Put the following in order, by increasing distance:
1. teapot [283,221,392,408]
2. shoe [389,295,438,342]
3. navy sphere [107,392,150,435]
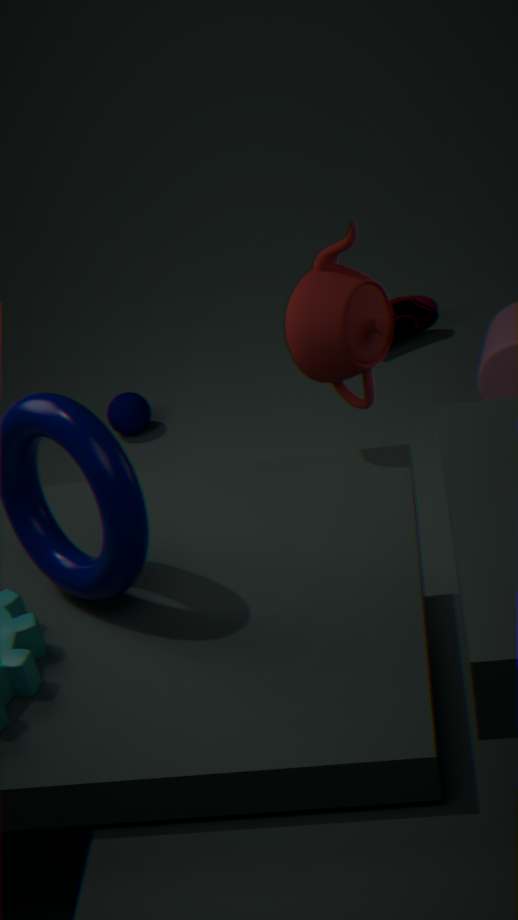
teapot [283,221,392,408] < navy sphere [107,392,150,435] < shoe [389,295,438,342]
